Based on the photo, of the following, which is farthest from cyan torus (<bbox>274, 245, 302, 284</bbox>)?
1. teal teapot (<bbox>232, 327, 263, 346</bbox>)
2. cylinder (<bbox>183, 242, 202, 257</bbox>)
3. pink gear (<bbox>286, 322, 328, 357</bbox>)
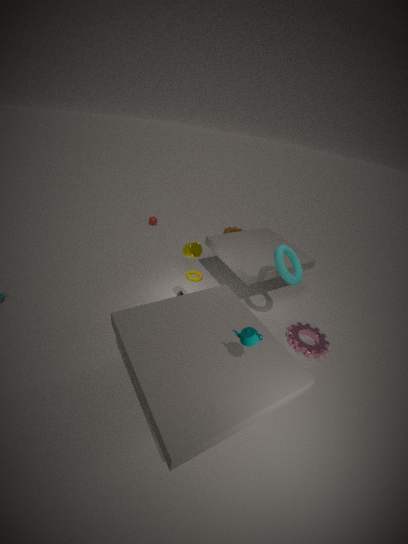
teal teapot (<bbox>232, 327, 263, 346</bbox>)
